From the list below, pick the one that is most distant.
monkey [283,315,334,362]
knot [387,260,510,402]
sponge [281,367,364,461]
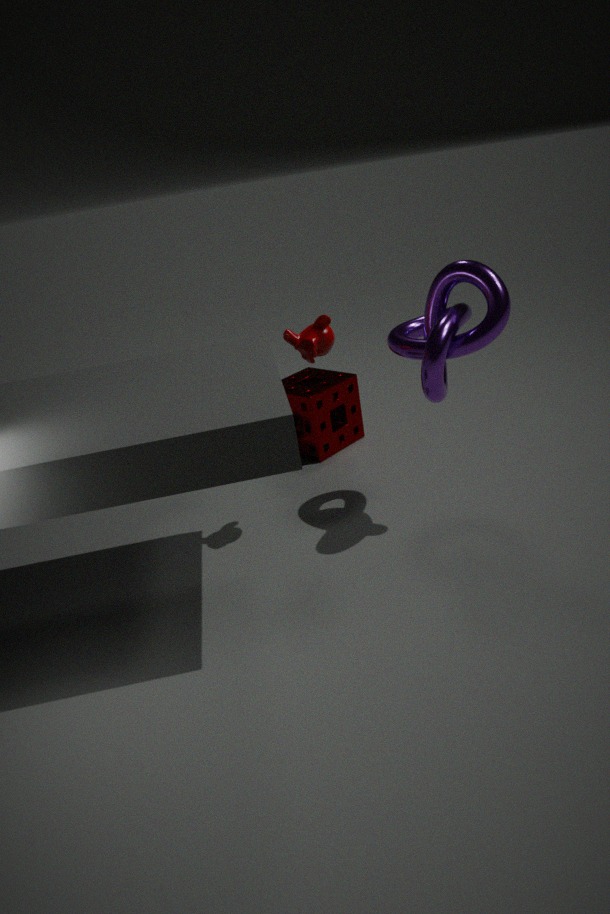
sponge [281,367,364,461]
